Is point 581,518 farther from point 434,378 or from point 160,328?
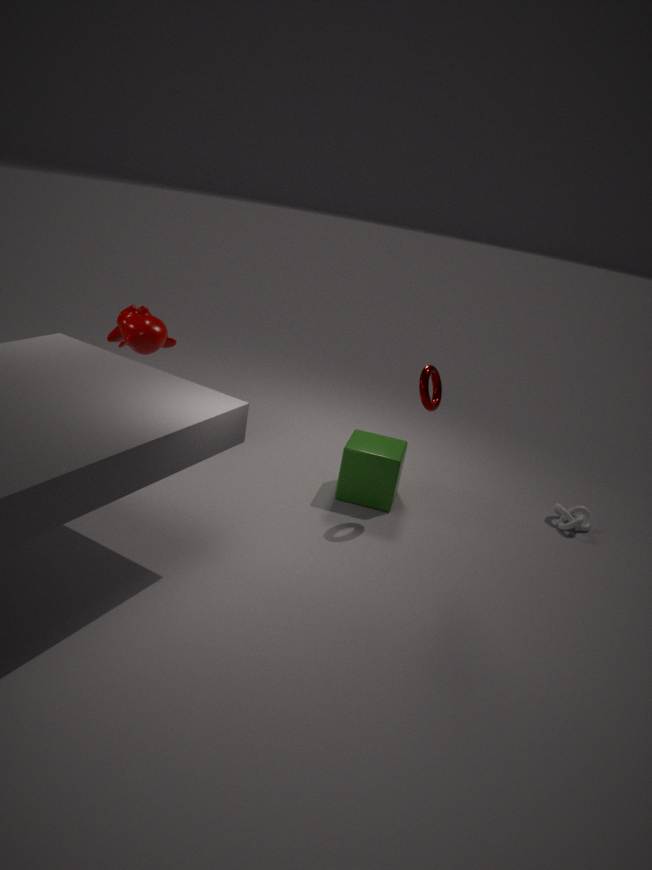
point 160,328
